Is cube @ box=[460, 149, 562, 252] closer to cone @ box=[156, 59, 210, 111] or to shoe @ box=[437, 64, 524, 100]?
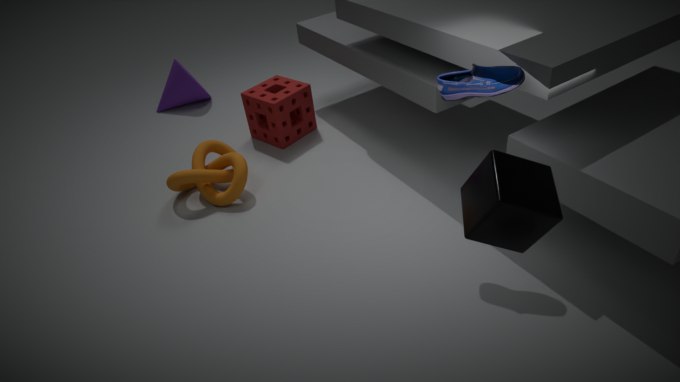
shoe @ box=[437, 64, 524, 100]
